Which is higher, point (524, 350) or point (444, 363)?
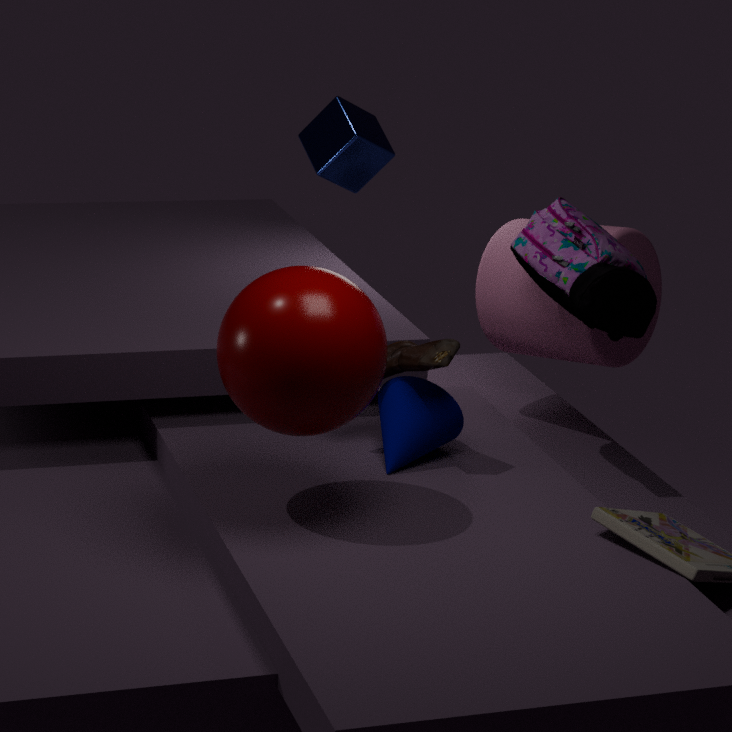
point (524, 350)
